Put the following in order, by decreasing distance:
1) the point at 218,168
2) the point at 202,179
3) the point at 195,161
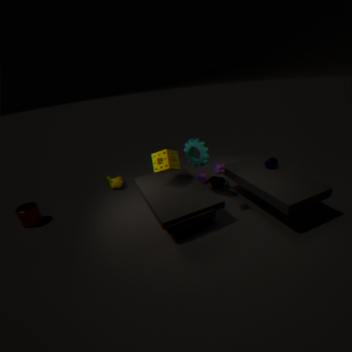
2. the point at 202,179 → 3. the point at 195,161 → 1. the point at 218,168
